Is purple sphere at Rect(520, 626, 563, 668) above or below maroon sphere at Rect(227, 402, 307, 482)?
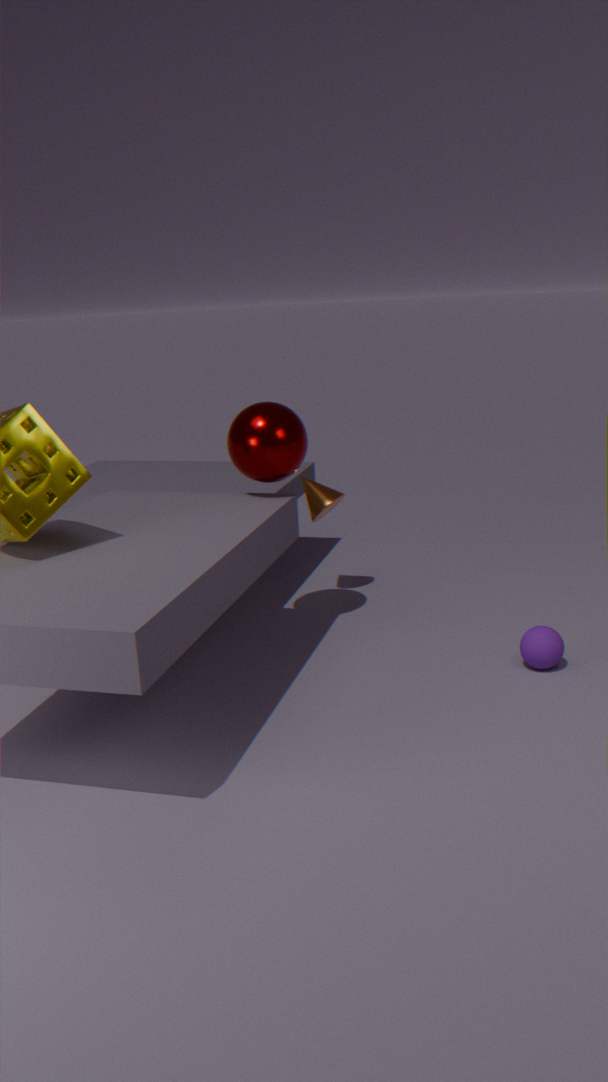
below
